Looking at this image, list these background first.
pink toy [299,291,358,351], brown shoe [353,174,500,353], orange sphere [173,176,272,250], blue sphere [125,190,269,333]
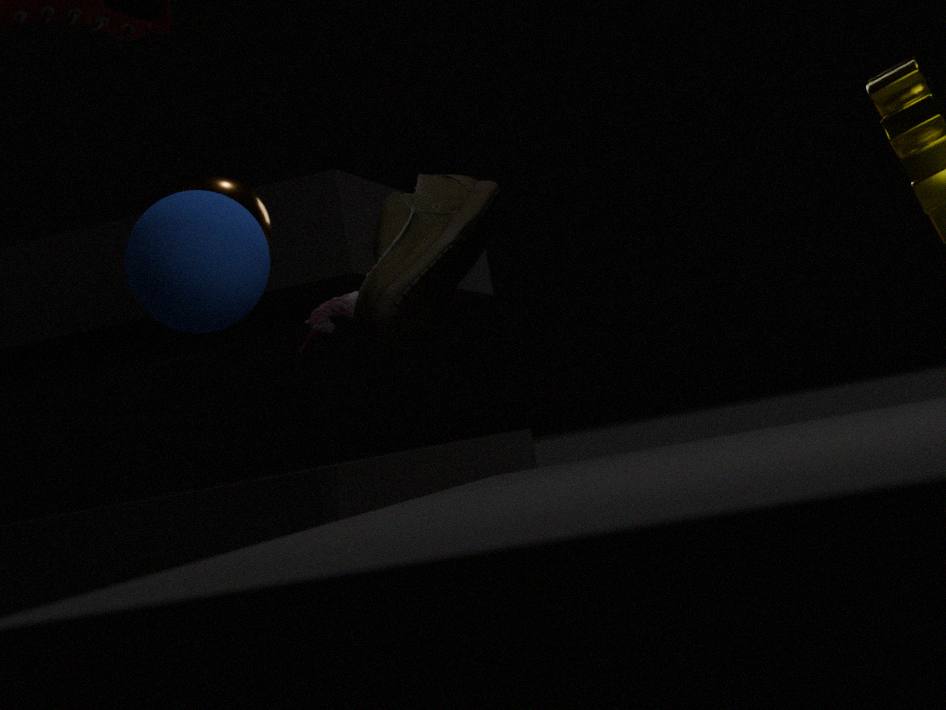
pink toy [299,291,358,351] → orange sphere [173,176,272,250] → brown shoe [353,174,500,353] → blue sphere [125,190,269,333]
